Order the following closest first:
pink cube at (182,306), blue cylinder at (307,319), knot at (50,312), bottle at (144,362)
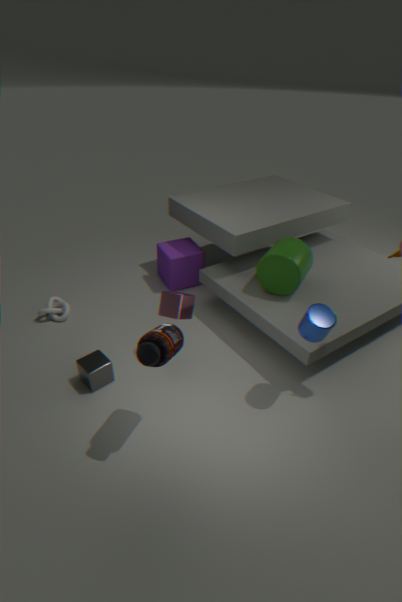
bottle at (144,362)
blue cylinder at (307,319)
pink cube at (182,306)
knot at (50,312)
